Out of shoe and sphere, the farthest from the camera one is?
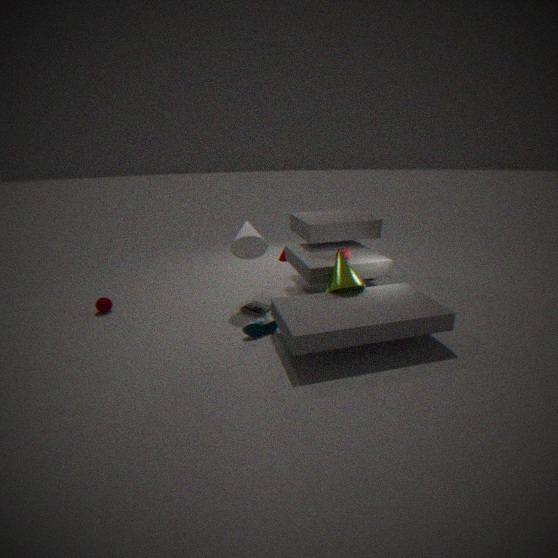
sphere
